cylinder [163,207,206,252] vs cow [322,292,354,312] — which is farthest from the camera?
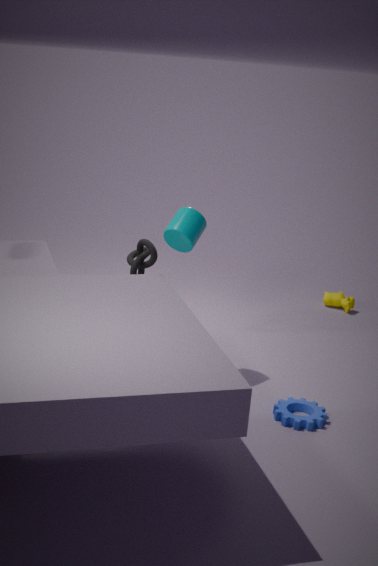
cow [322,292,354,312]
